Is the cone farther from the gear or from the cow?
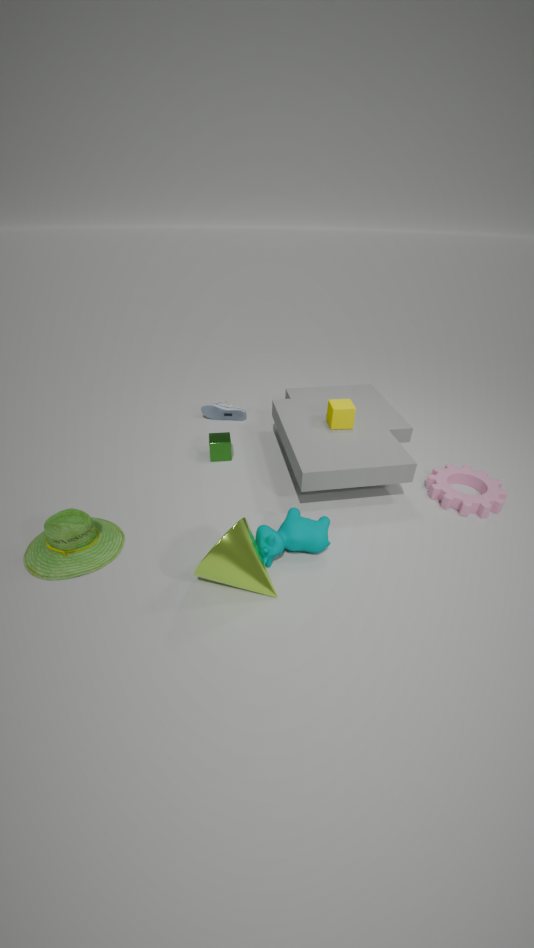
the gear
